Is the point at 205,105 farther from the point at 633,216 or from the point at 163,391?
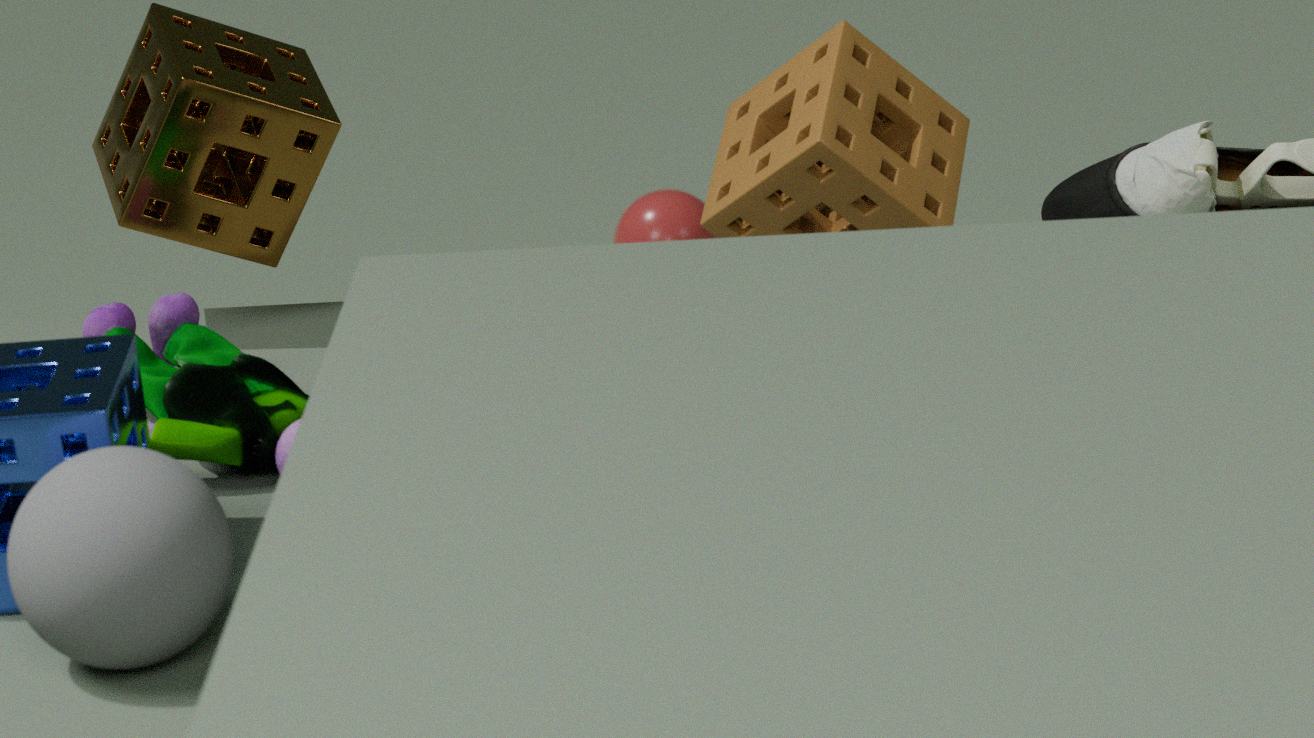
the point at 633,216
